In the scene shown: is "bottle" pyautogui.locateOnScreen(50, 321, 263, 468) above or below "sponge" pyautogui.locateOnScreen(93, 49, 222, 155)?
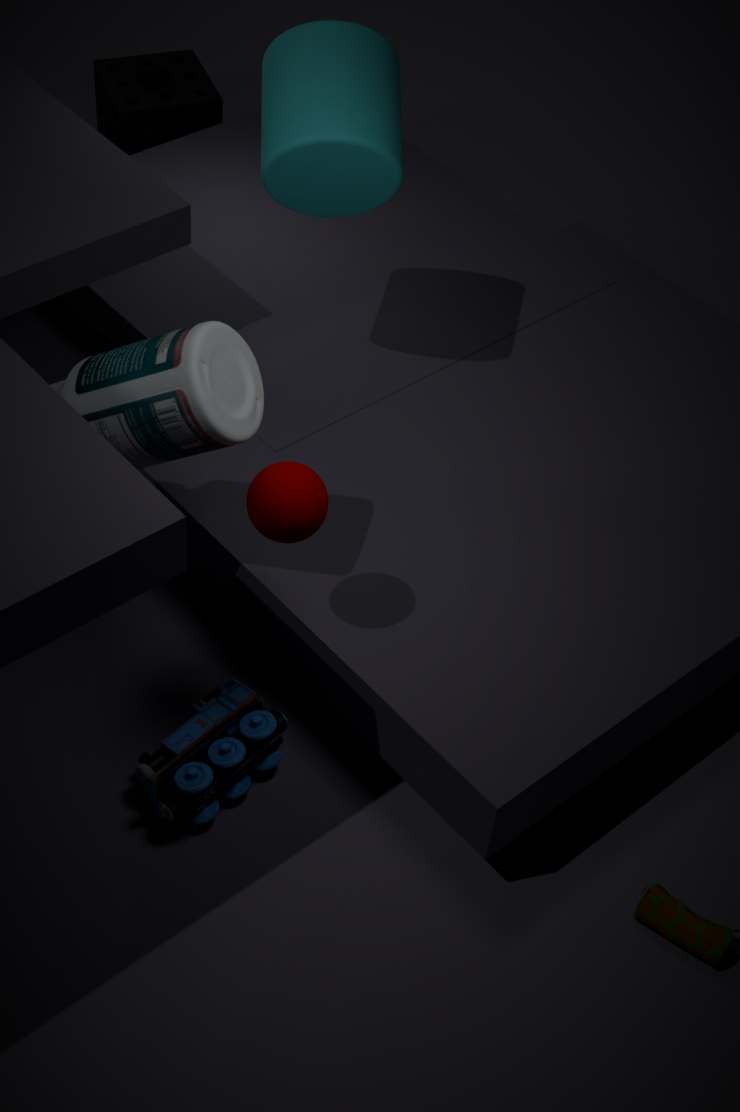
above
